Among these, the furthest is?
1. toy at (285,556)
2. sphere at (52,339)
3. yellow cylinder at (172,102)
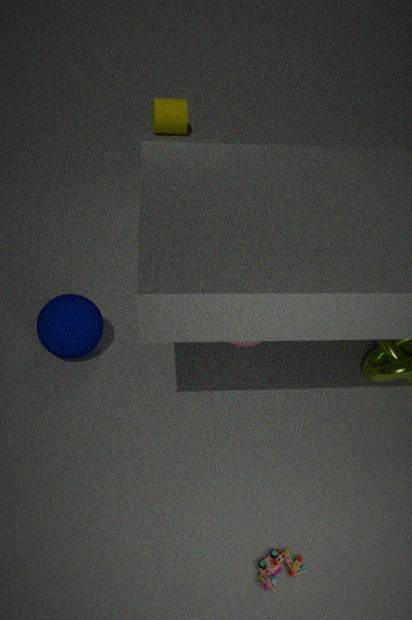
yellow cylinder at (172,102)
